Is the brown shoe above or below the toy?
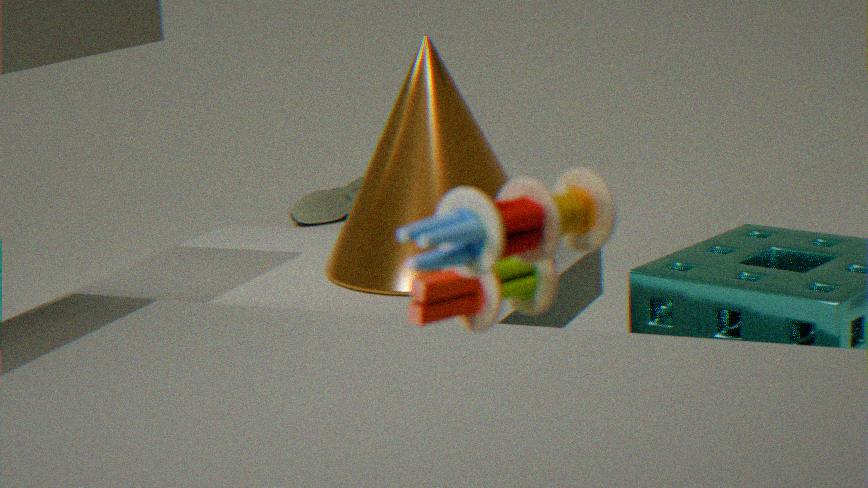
below
